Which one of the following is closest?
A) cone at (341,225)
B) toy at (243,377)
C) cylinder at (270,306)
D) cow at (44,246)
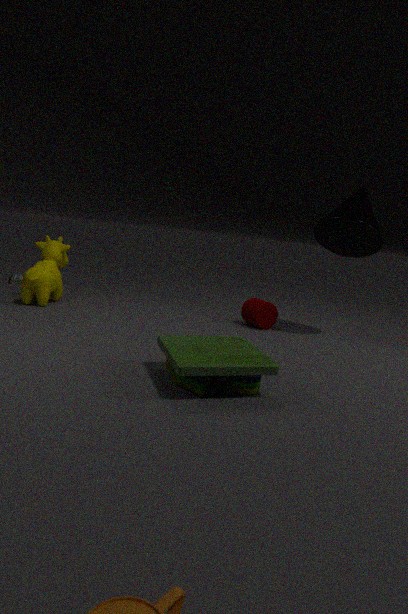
toy at (243,377)
